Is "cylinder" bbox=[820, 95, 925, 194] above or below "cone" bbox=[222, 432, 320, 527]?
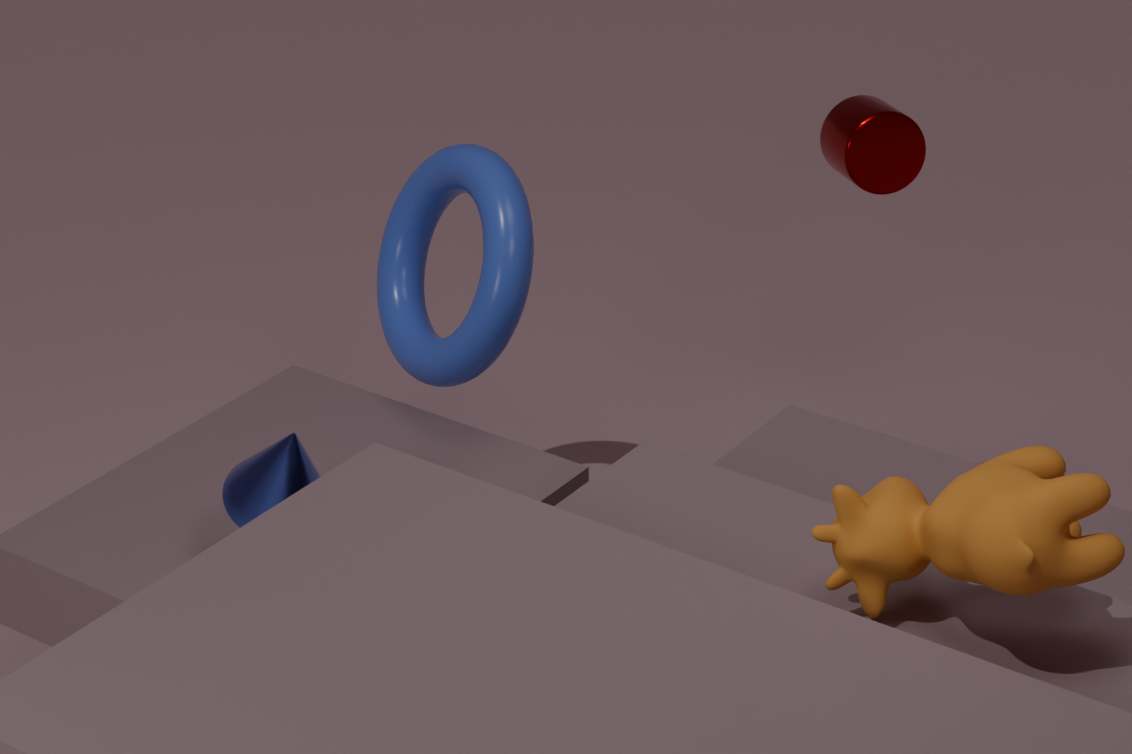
above
